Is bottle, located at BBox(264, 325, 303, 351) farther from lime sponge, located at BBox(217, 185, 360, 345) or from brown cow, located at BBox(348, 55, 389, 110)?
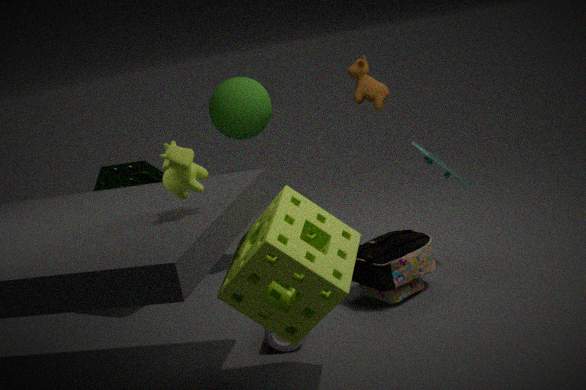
brown cow, located at BBox(348, 55, 389, 110)
